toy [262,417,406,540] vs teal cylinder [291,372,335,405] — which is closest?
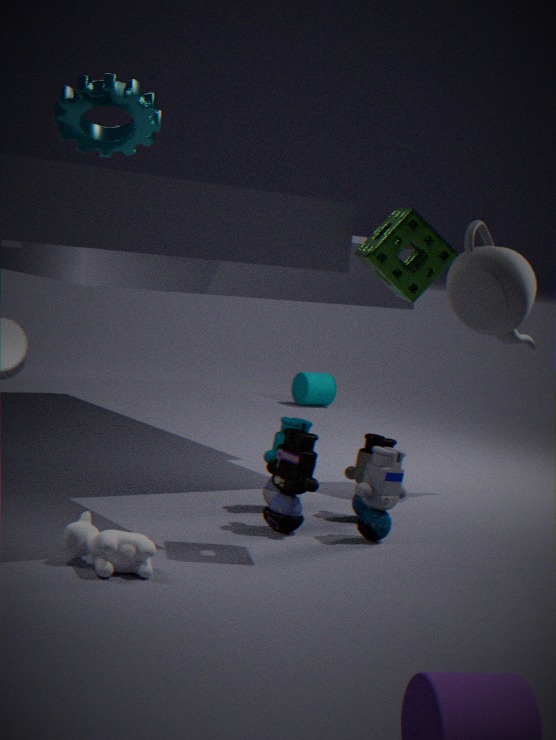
toy [262,417,406,540]
